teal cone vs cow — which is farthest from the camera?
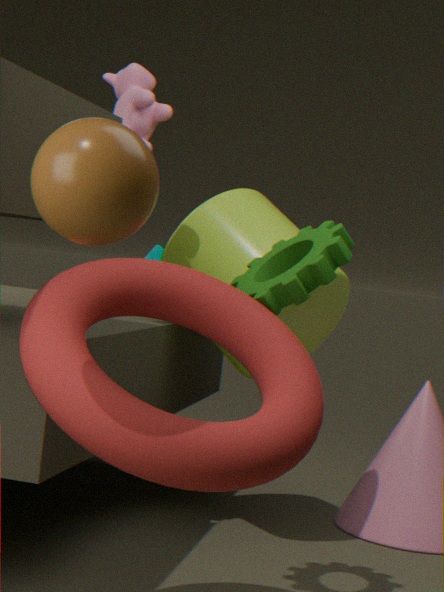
teal cone
